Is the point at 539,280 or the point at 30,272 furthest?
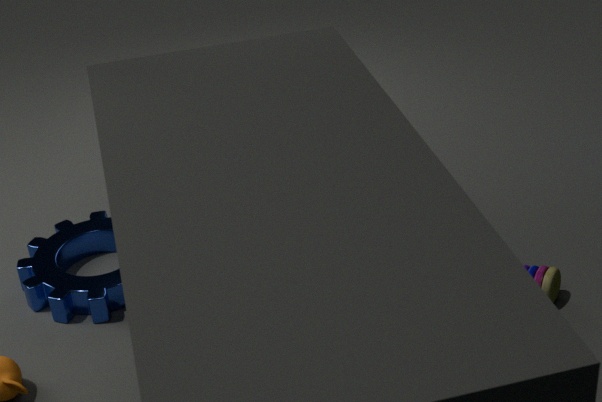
the point at 30,272
